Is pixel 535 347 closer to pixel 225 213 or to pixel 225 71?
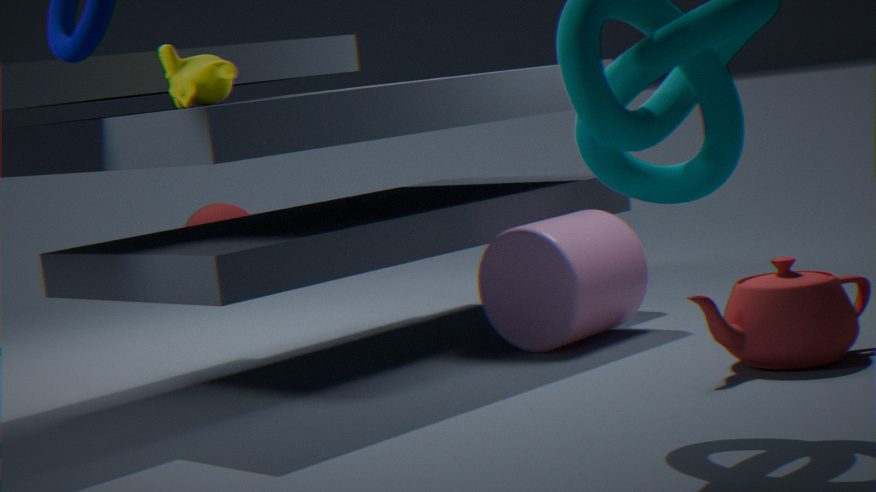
pixel 225 71
